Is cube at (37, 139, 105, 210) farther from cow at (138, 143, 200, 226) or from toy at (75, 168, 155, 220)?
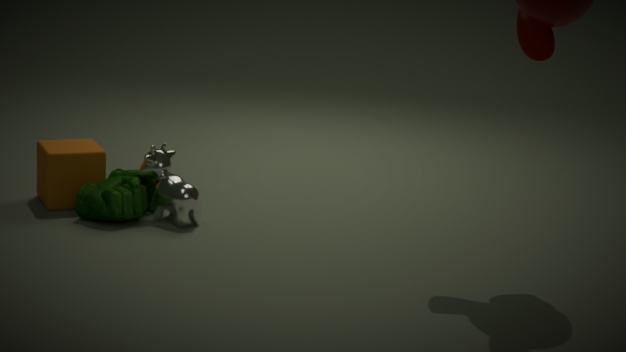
cow at (138, 143, 200, 226)
